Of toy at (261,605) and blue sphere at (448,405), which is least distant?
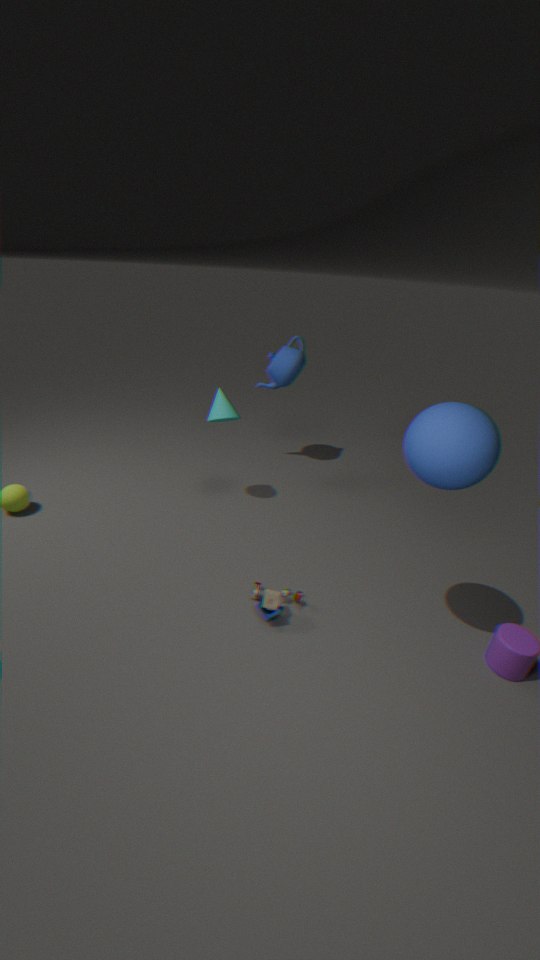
blue sphere at (448,405)
